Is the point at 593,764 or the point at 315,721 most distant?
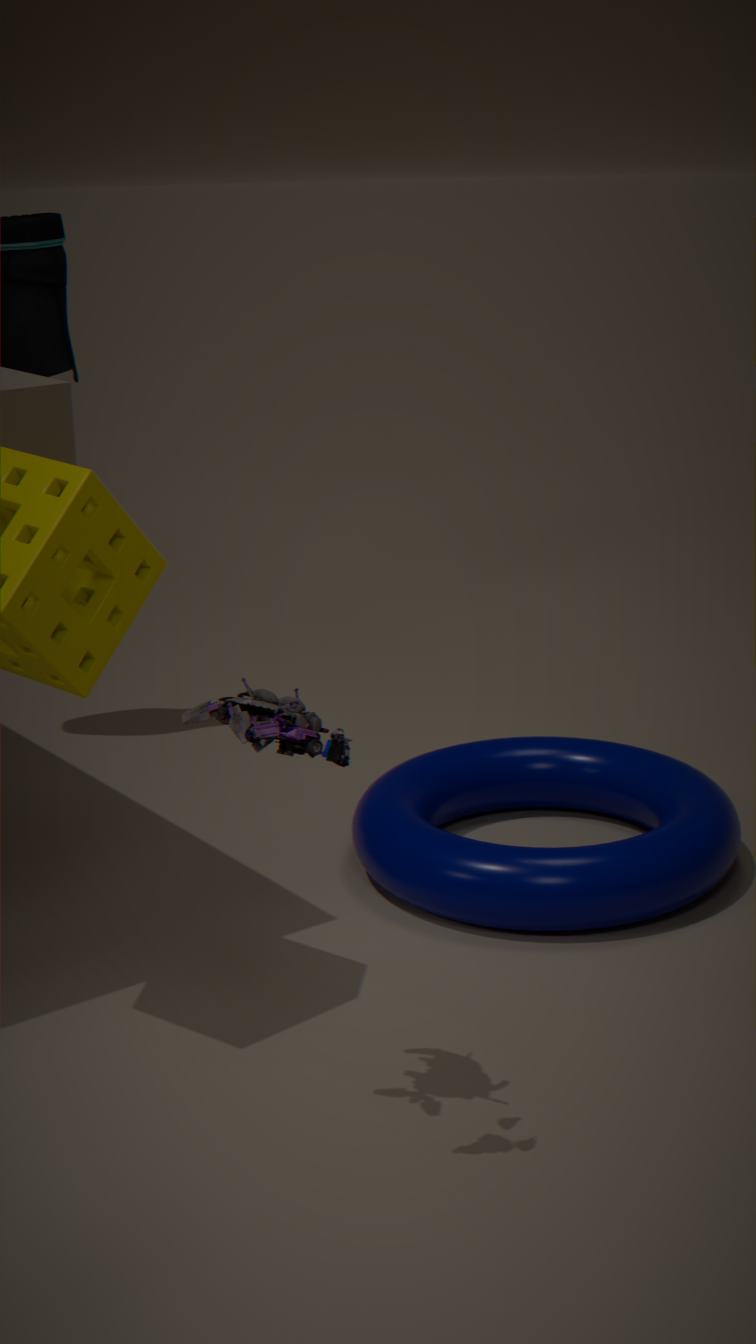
the point at 593,764
